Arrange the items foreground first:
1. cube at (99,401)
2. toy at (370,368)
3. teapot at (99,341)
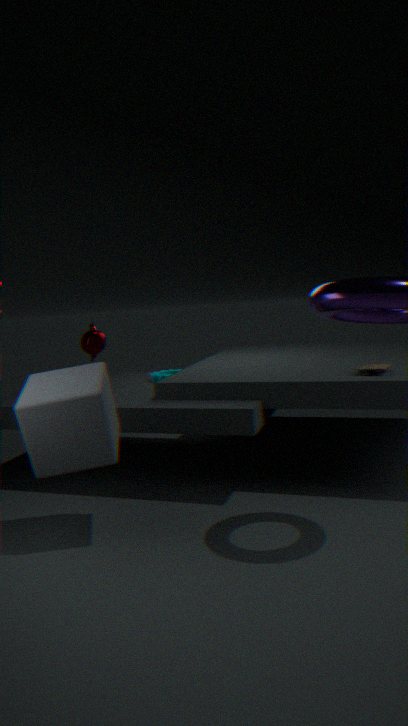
1. cube at (99,401)
2. toy at (370,368)
3. teapot at (99,341)
